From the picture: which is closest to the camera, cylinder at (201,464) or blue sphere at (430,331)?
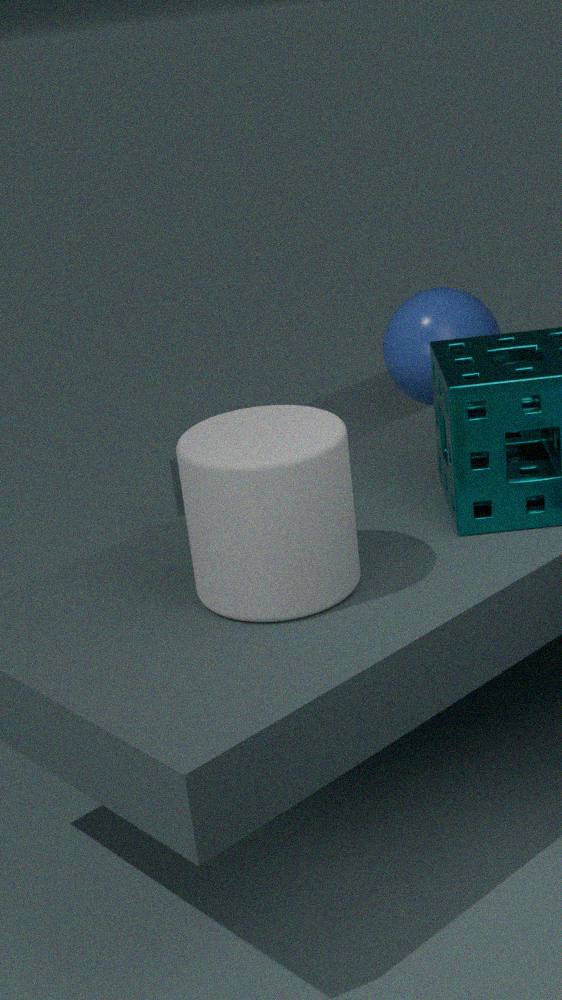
cylinder at (201,464)
